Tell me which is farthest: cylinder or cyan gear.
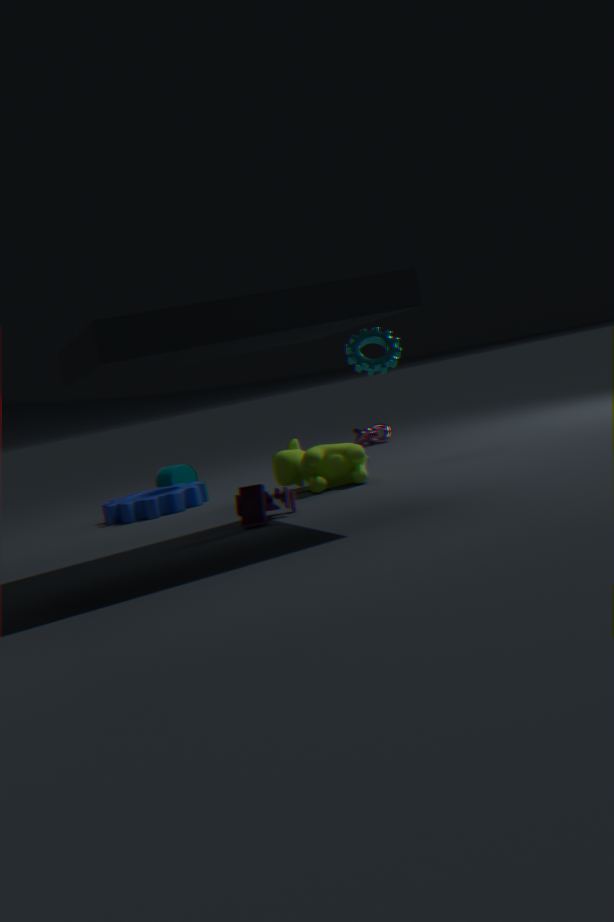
cylinder
